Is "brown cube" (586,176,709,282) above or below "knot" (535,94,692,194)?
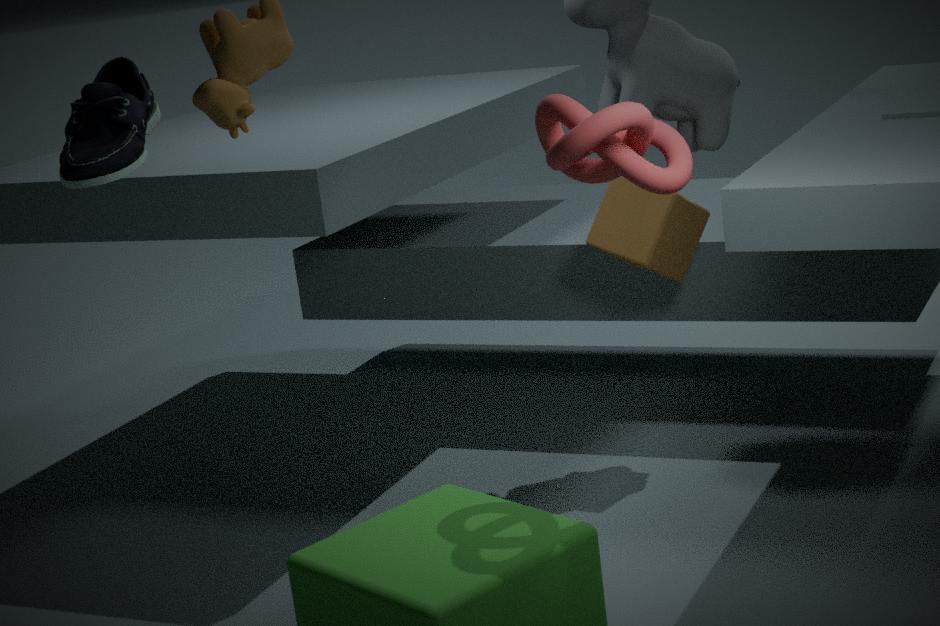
below
